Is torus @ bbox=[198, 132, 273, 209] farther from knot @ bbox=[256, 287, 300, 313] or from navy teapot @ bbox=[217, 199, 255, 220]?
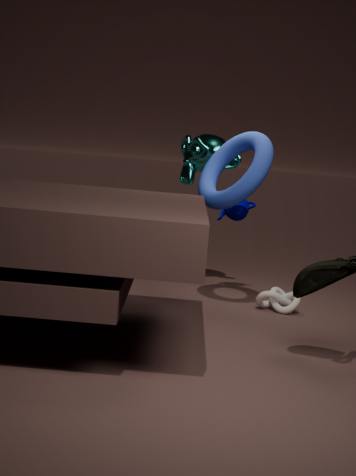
knot @ bbox=[256, 287, 300, 313]
